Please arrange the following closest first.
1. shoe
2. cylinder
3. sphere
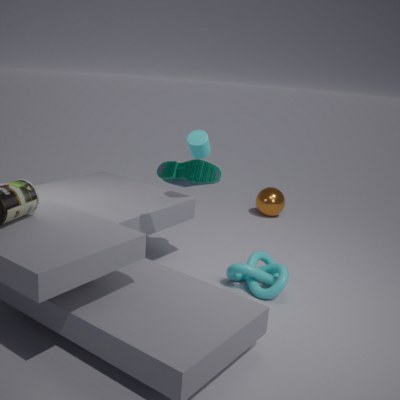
1. shoe
2. cylinder
3. sphere
